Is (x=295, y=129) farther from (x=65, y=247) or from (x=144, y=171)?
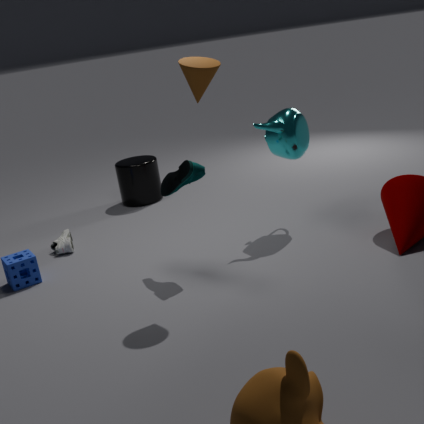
(x=65, y=247)
